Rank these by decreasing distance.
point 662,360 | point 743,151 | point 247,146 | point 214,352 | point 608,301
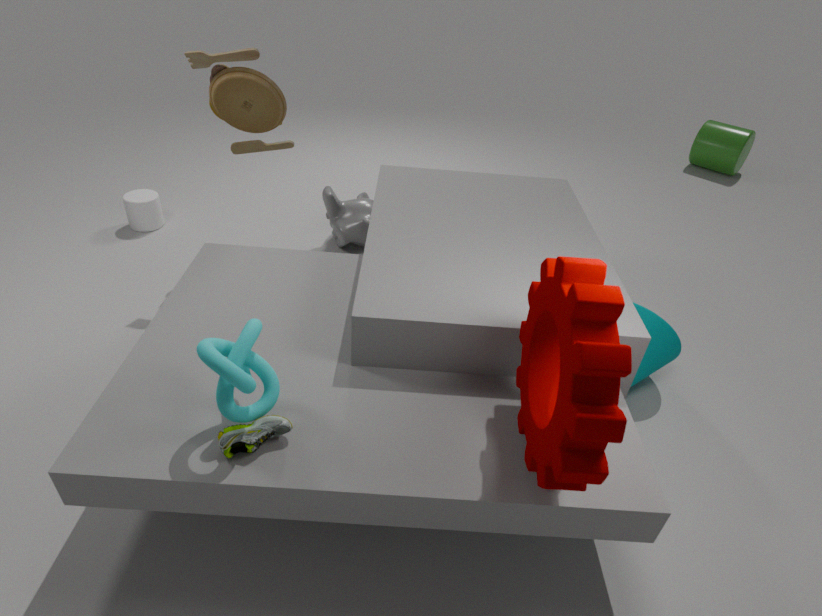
point 743,151 < point 247,146 < point 662,360 < point 214,352 < point 608,301
